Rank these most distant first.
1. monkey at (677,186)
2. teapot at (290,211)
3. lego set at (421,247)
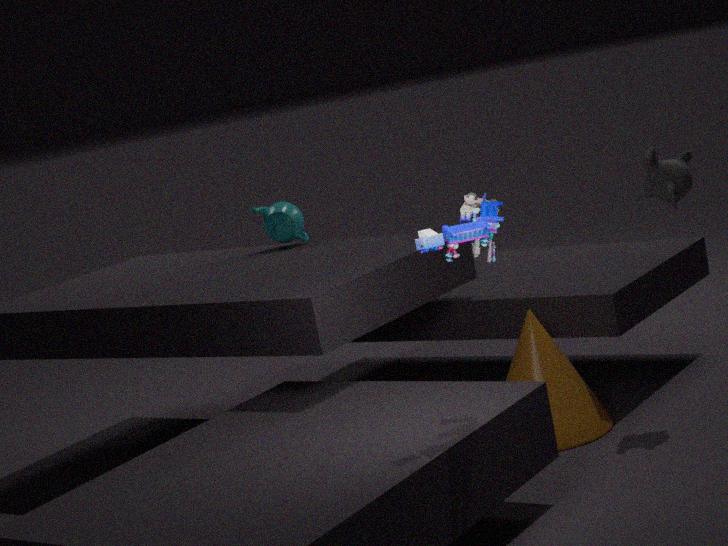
teapot at (290,211)
monkey at (677,186)
lego set at (421,247)
